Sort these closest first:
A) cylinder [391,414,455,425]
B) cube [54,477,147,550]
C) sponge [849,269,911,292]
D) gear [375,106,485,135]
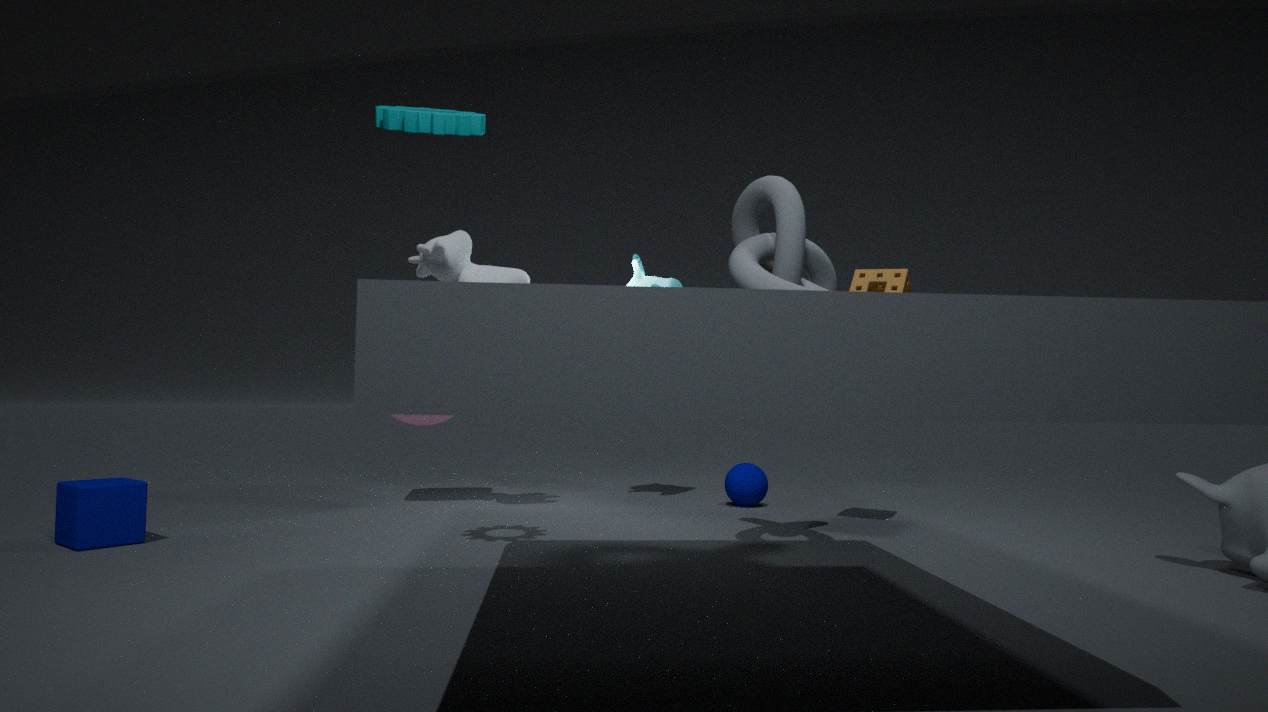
1. gear [375,106,485,135]
2. cube [54,477,147,550]
3. sponge [849,269,911,292]
4. cylinder [391,414,455,425]
